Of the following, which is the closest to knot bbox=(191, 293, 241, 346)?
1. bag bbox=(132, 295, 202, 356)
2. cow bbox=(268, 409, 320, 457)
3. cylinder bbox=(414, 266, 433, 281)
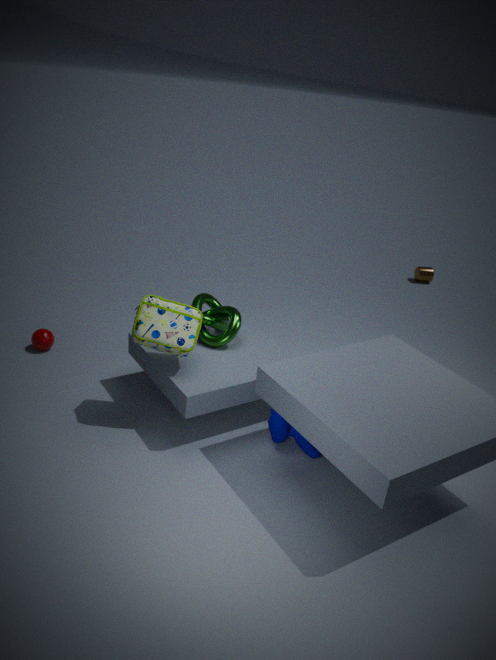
bag bbox=(132, 295, 202, 356)
